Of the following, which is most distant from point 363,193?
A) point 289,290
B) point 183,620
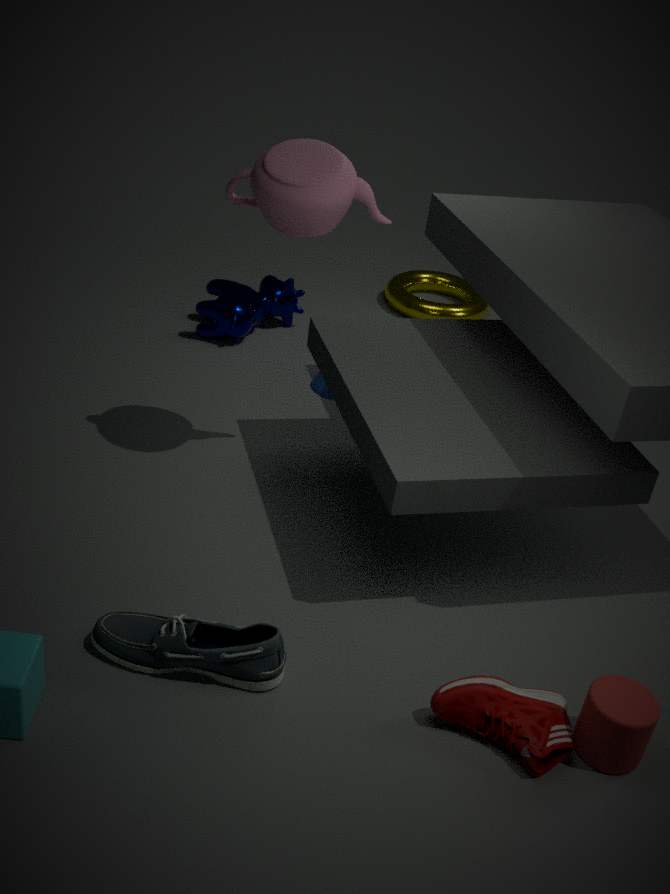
point 183,620
